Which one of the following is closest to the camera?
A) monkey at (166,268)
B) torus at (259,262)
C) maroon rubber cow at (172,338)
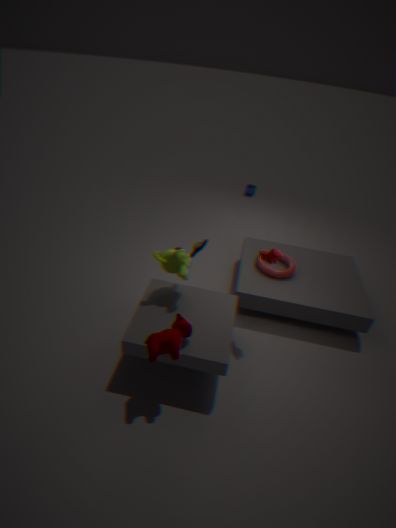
maroon rubber cow at (172,338)
